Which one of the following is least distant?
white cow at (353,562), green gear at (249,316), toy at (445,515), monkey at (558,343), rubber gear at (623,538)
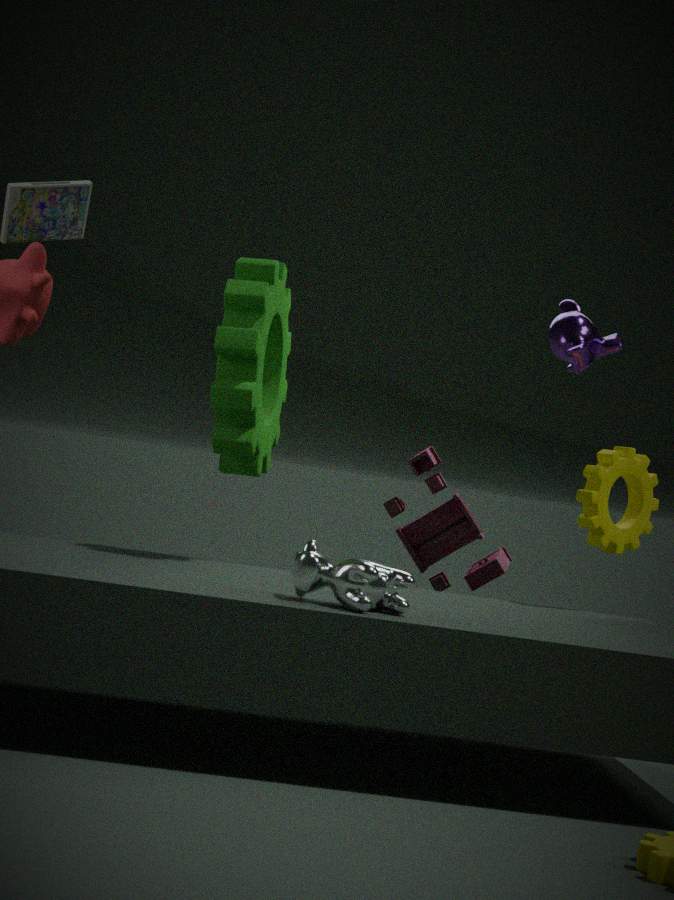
white cow at (353,562)
